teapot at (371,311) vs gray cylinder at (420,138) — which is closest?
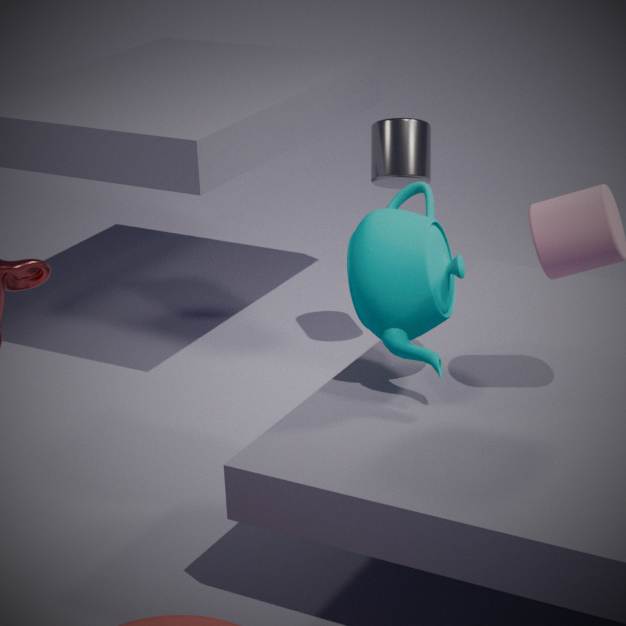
teapot at (371,311)
